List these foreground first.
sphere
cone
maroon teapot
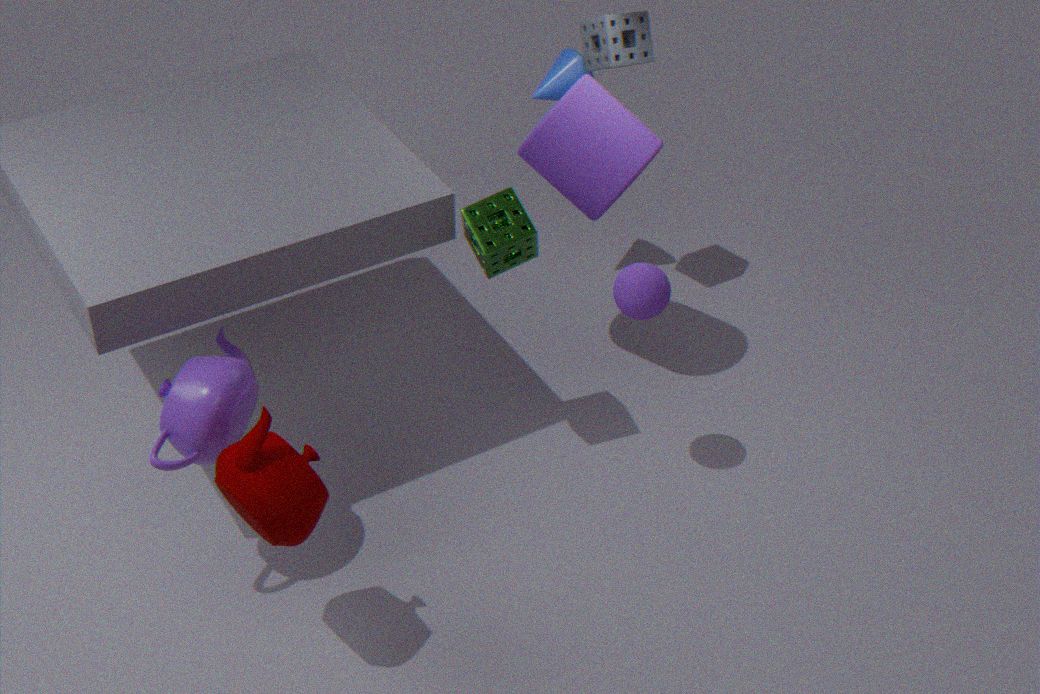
maroon teapot, sphere, cone
